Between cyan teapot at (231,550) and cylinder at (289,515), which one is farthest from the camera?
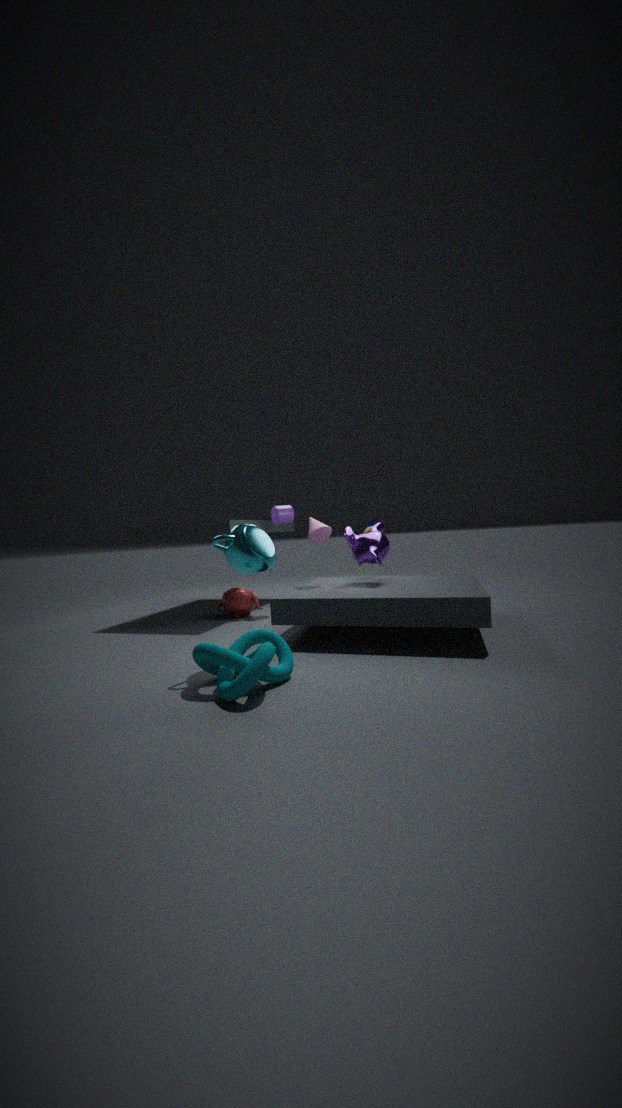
cylinder at (289,515)
